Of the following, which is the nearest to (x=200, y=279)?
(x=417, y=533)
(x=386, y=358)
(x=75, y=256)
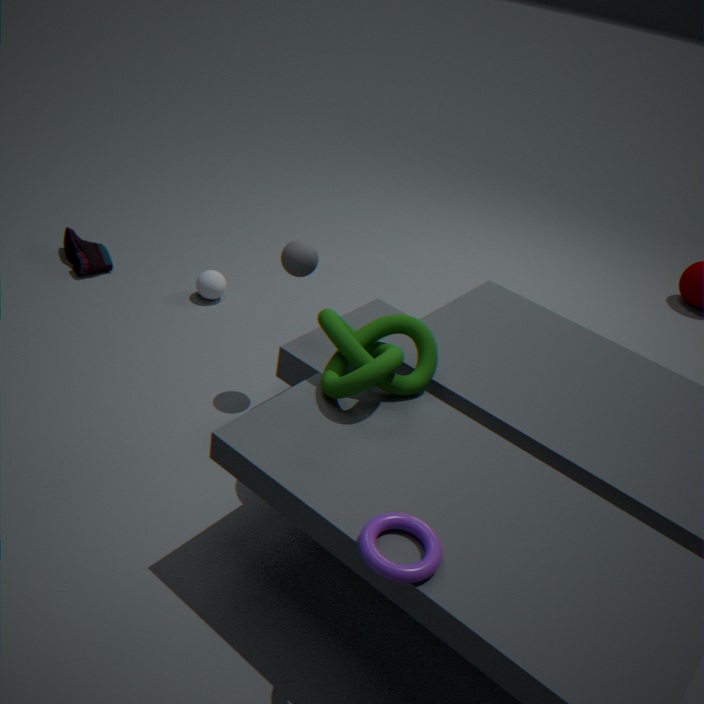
(x=75, y=256)
